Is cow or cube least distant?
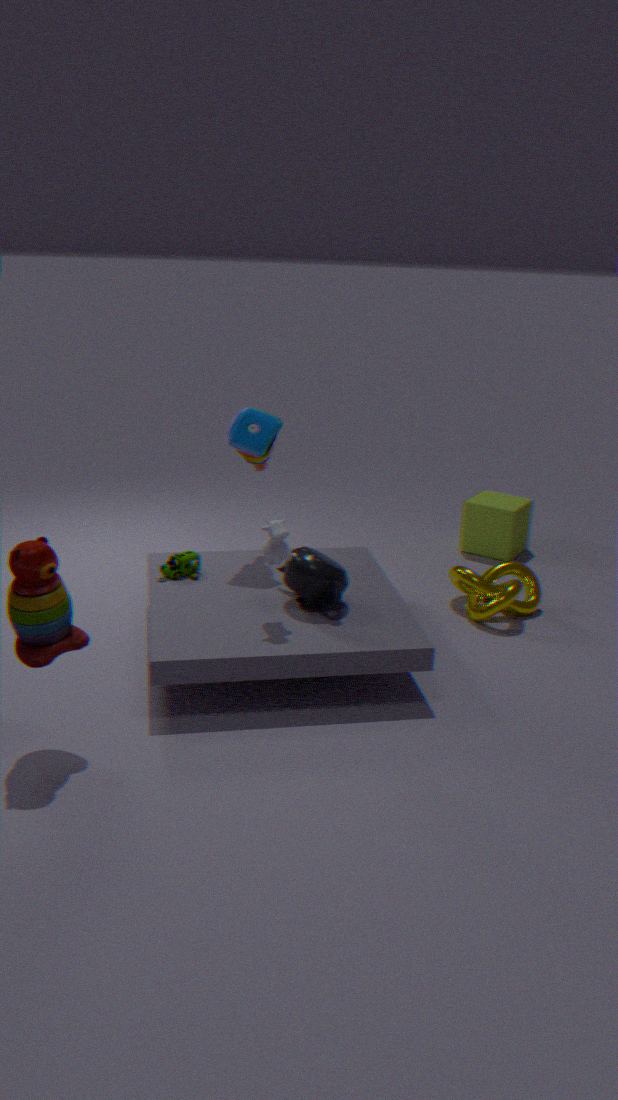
cow
